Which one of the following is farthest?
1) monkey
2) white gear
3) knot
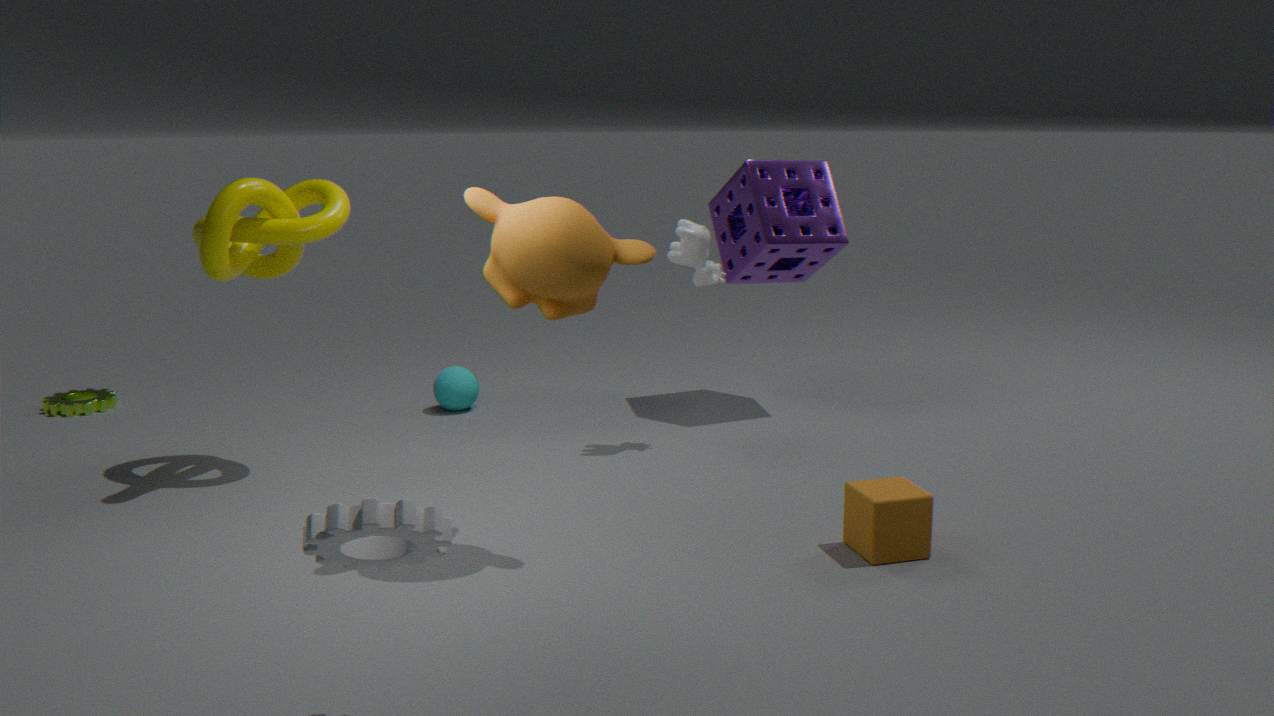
3. knot
